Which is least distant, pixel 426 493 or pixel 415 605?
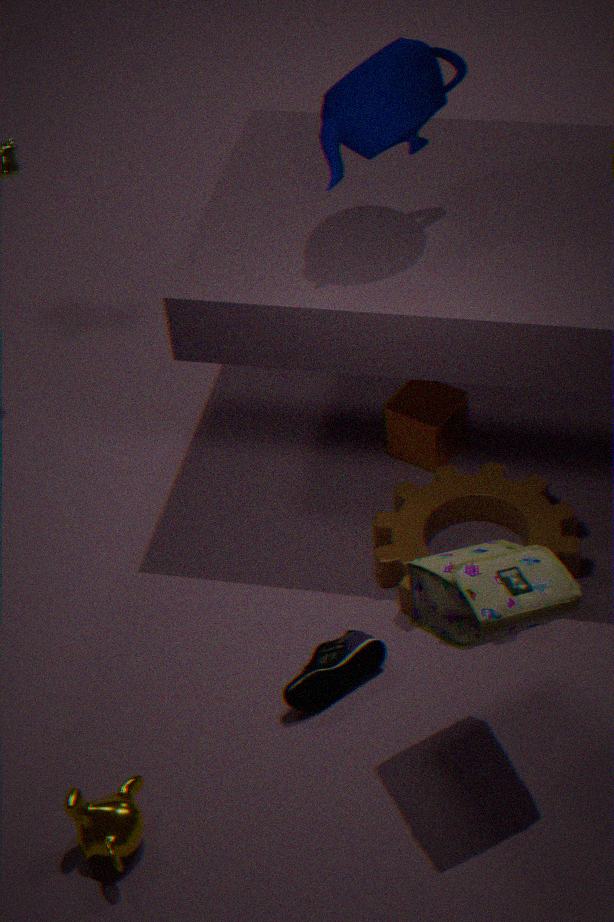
pixel 415 605
